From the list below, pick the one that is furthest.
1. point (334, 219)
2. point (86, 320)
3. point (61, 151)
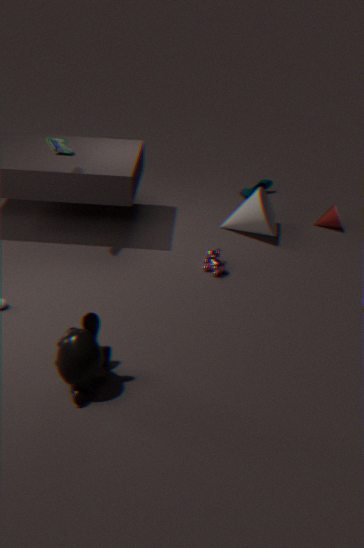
point (334, 219)
